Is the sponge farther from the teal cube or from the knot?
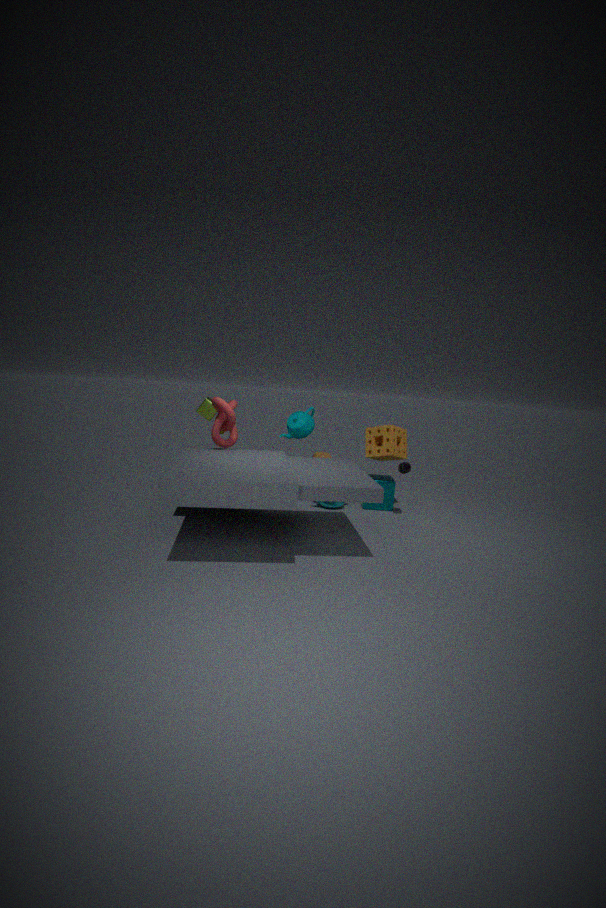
the knot
